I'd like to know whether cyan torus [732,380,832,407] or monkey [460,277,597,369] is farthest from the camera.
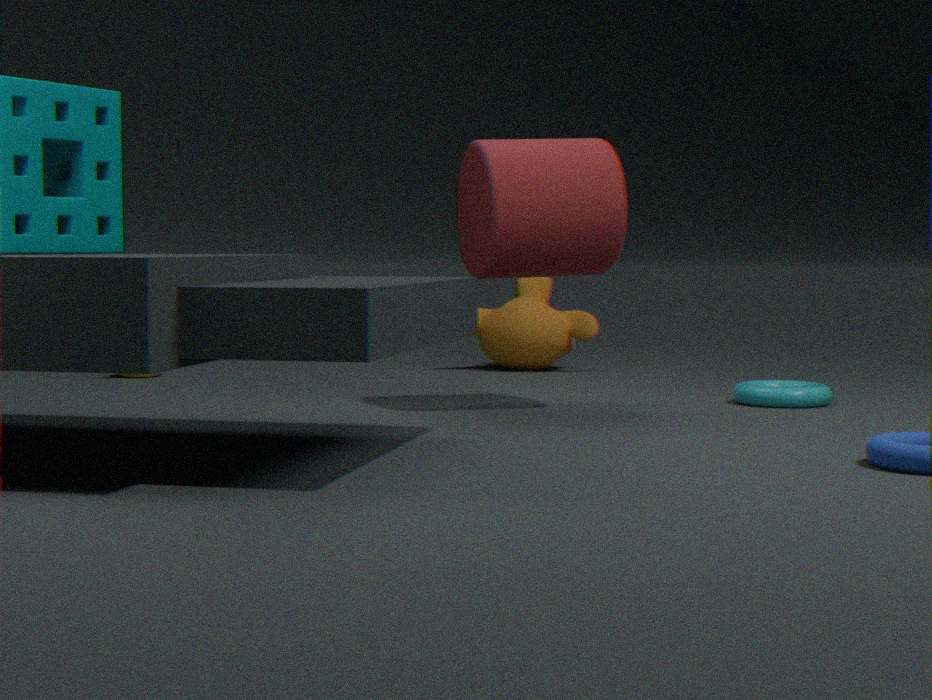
monkey [460,277,597,369]
